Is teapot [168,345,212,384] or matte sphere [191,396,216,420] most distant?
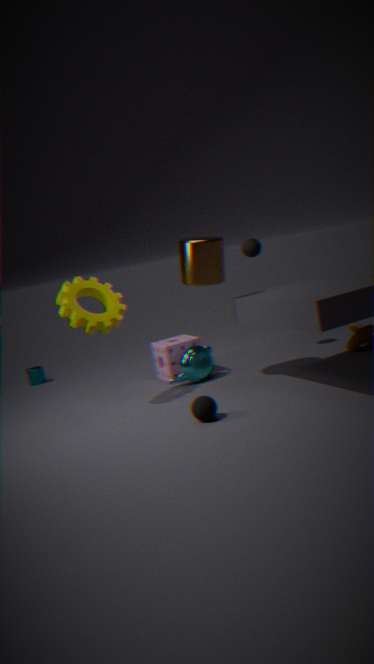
teapot [168,345,212,384]
